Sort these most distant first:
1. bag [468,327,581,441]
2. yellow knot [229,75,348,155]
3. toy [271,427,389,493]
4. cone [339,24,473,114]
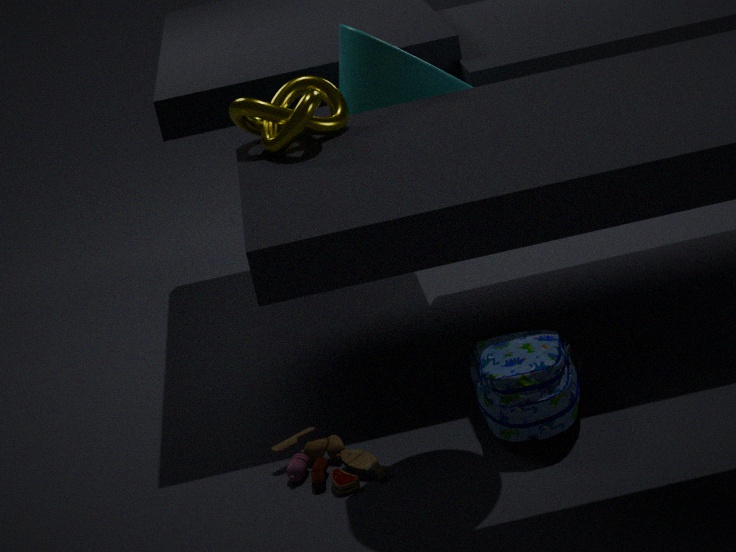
toy [271,427,389,493], bag [468,327,581,441], cone [339,24,473,114], yellow knot [229,75,348,155]
